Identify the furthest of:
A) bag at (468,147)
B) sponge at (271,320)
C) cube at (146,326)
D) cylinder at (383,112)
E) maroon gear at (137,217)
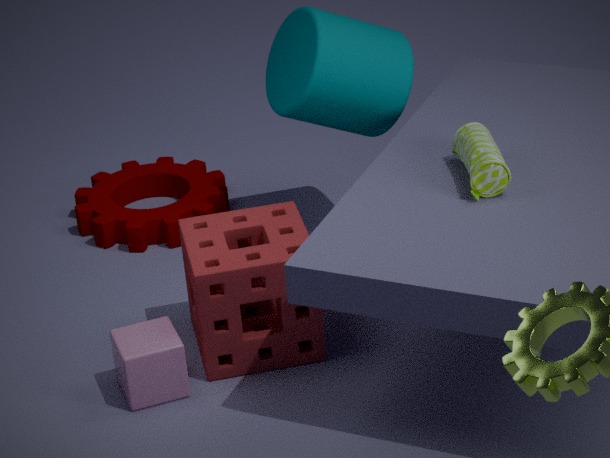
maroon gear at (137,217)
